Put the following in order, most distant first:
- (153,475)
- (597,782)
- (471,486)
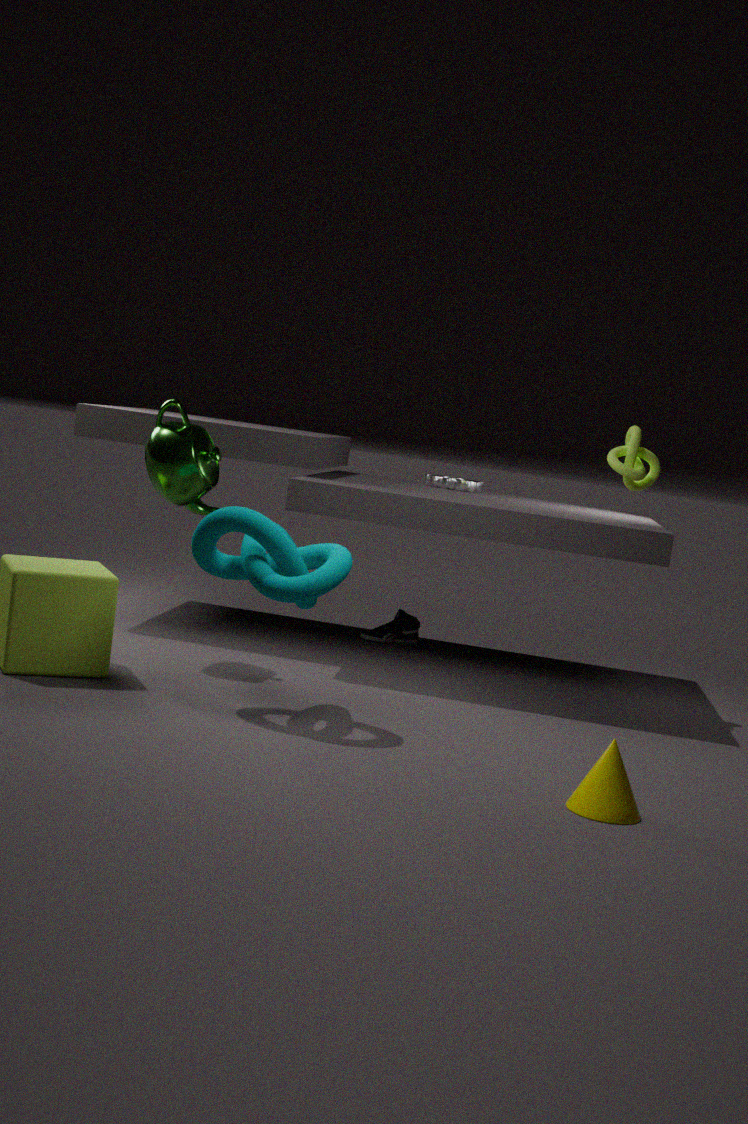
(471,486), (153,475), (597,782)
